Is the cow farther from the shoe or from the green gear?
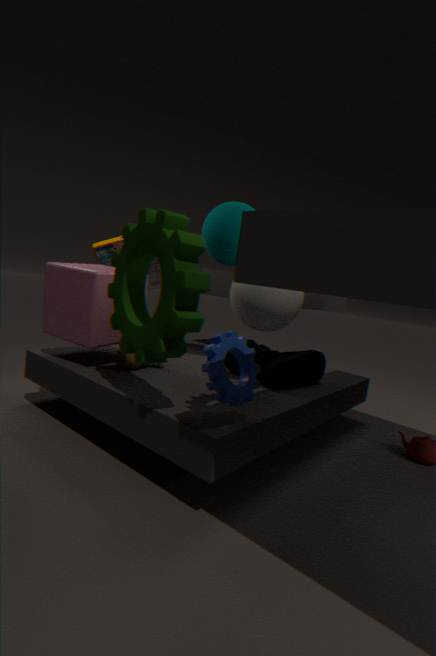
the shoe
